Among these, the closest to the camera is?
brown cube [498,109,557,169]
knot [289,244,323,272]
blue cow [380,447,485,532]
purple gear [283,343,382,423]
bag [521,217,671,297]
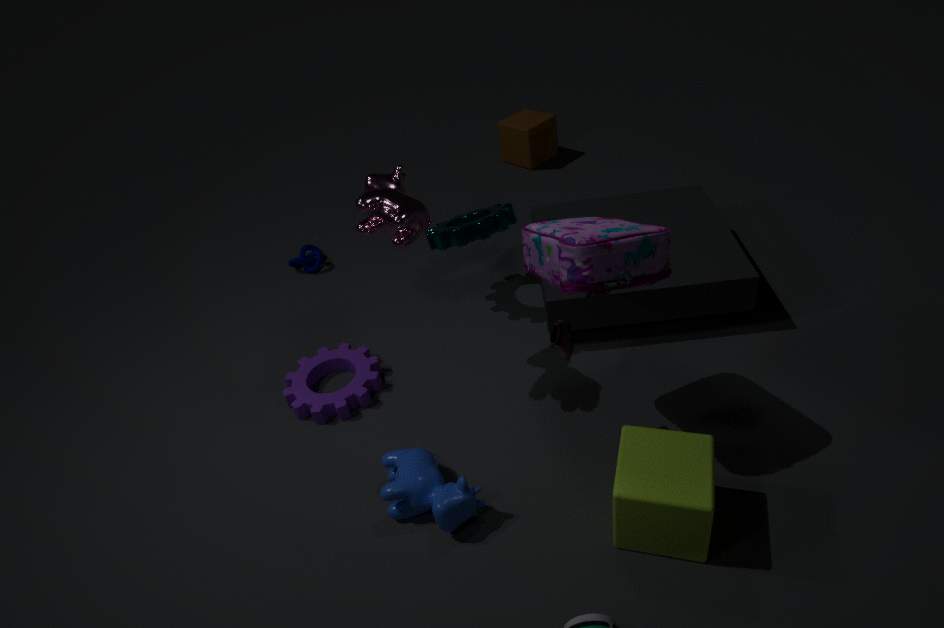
bag [521,217,671,297]
